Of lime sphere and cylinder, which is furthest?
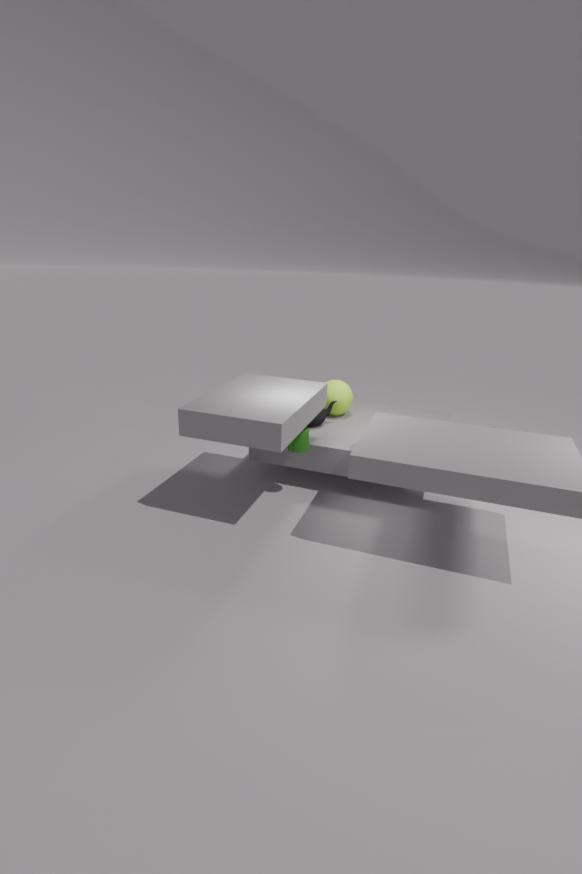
lime sphere
